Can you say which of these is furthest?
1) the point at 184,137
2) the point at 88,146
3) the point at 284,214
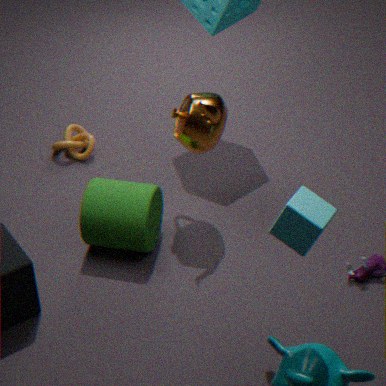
2. the point at 88,146
